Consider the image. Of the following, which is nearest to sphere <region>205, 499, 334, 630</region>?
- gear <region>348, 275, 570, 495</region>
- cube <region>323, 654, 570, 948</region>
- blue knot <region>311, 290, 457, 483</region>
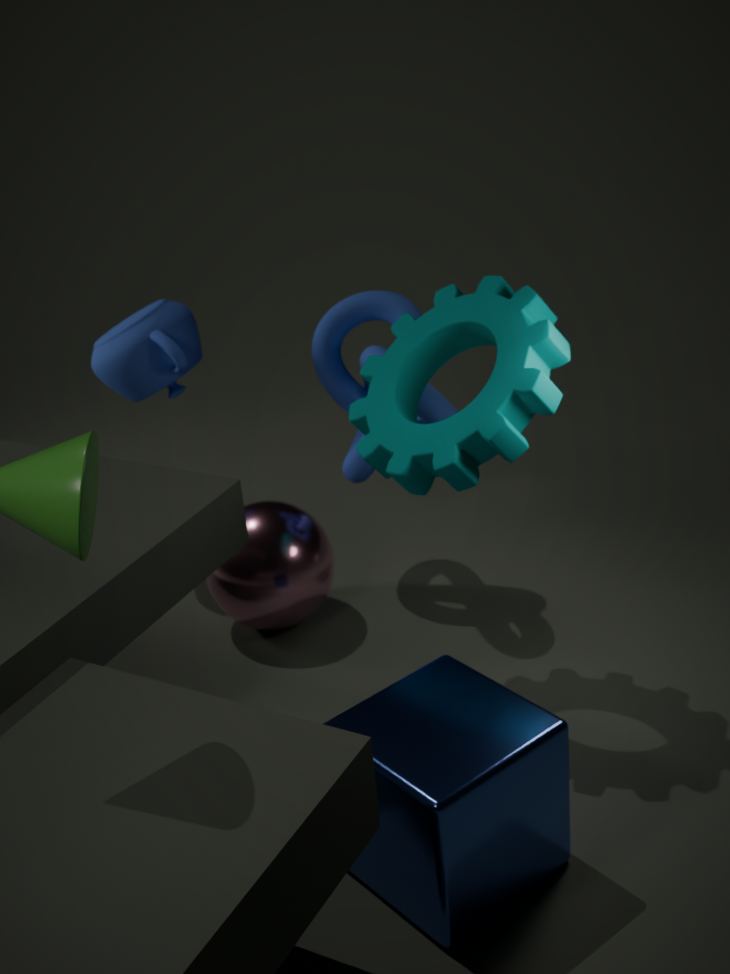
blue knot <region>311, 290, 457, 483</region>
